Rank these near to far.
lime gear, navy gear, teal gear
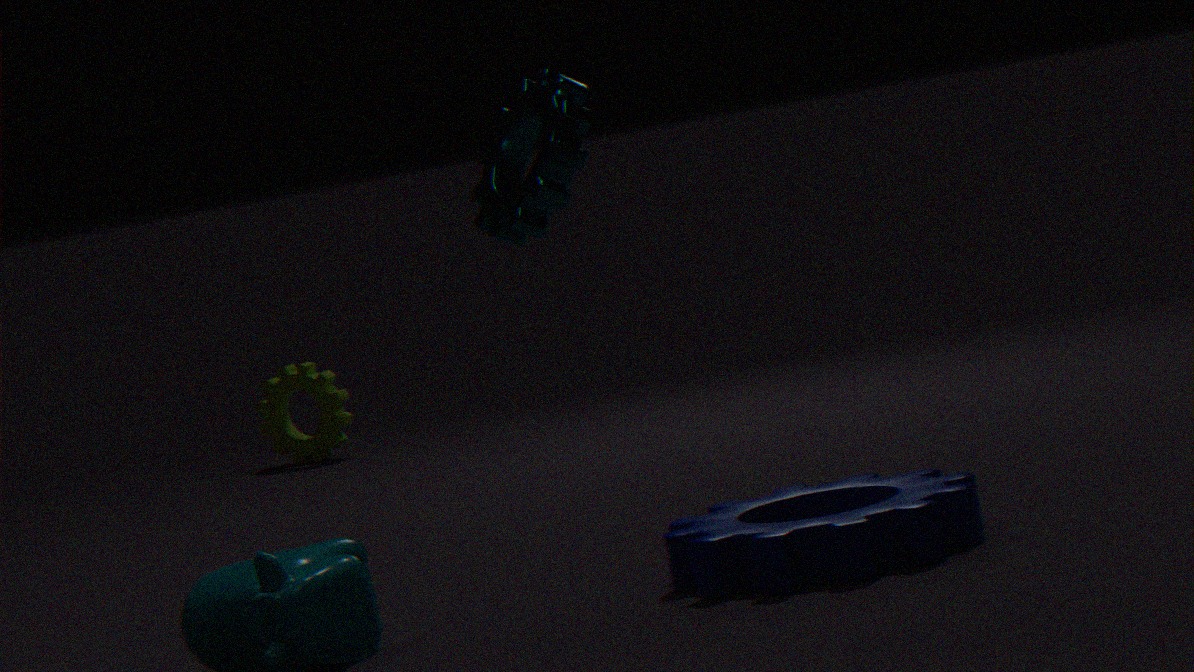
teal gear → navy gear → lime gear
